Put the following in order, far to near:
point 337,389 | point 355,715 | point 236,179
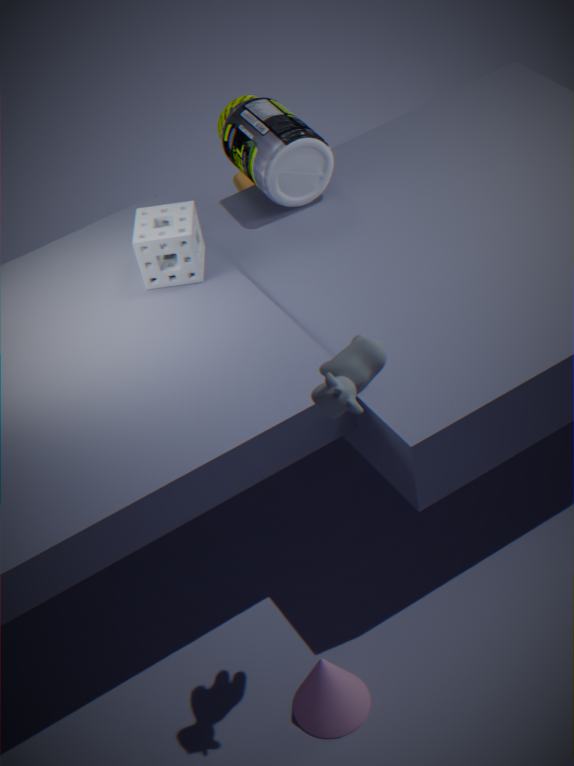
point 236,179
point 355,715
point 337,389
